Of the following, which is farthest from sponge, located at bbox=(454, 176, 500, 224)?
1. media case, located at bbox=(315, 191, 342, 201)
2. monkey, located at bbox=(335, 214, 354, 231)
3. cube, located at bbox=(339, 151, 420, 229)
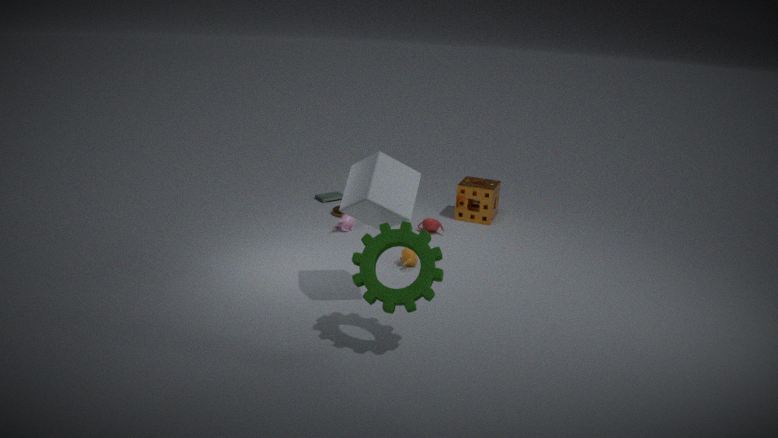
cube, located at bbox=(339, 151, 420, 229)
